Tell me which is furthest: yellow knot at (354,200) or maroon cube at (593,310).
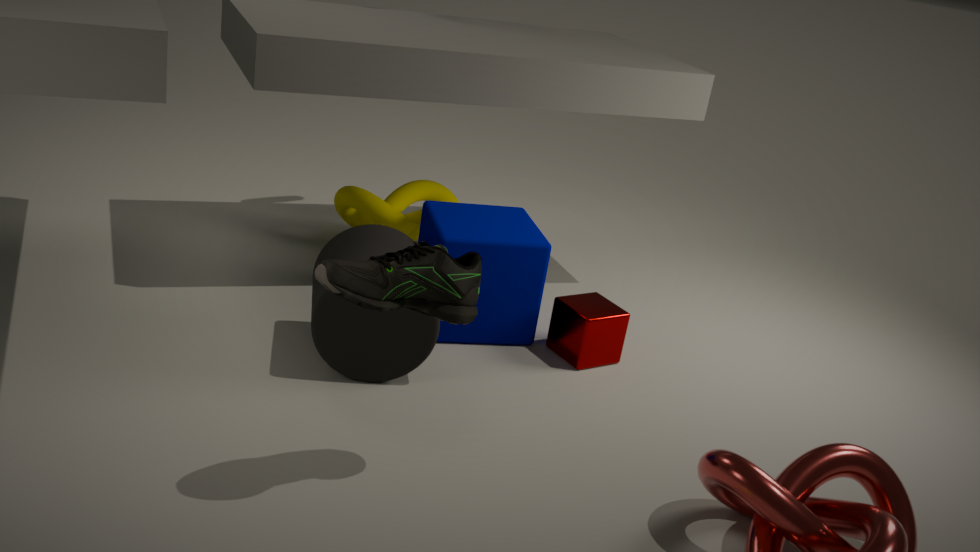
yellow knot at (354,200)
